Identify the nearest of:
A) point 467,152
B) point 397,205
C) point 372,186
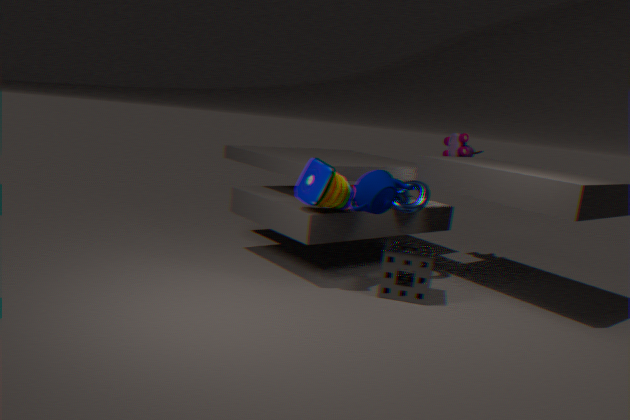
point 372,186
